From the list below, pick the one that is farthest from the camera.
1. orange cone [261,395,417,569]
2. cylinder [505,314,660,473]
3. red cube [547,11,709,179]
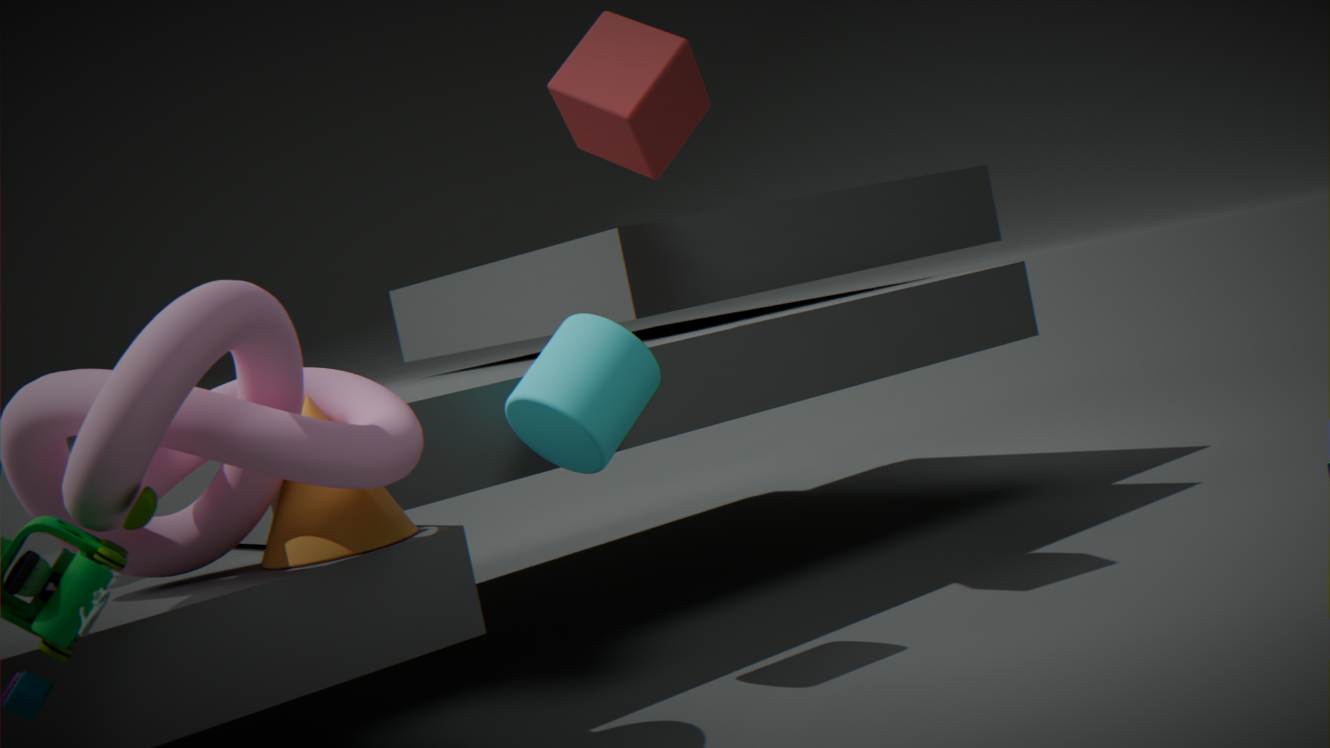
red cube [547,11,709,179]
